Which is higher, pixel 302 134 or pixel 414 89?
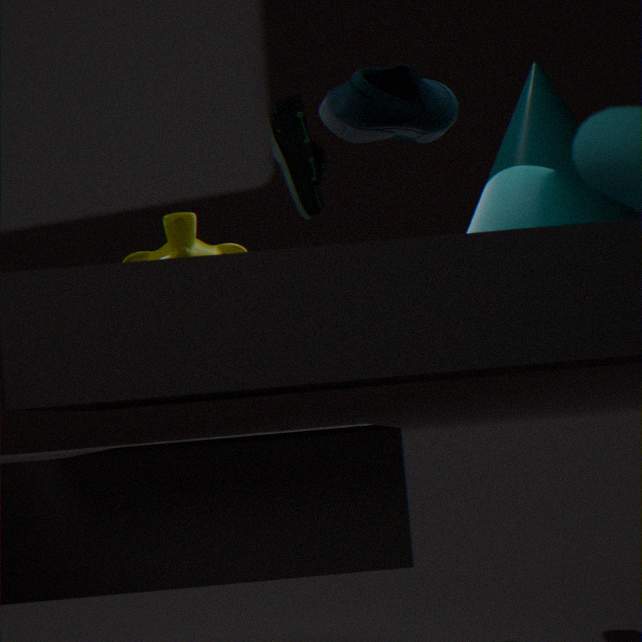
pixel 302 134
